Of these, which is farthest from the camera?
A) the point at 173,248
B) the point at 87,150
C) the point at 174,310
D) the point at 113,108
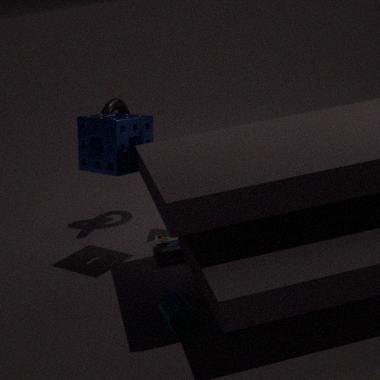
D. the point at 113,108
